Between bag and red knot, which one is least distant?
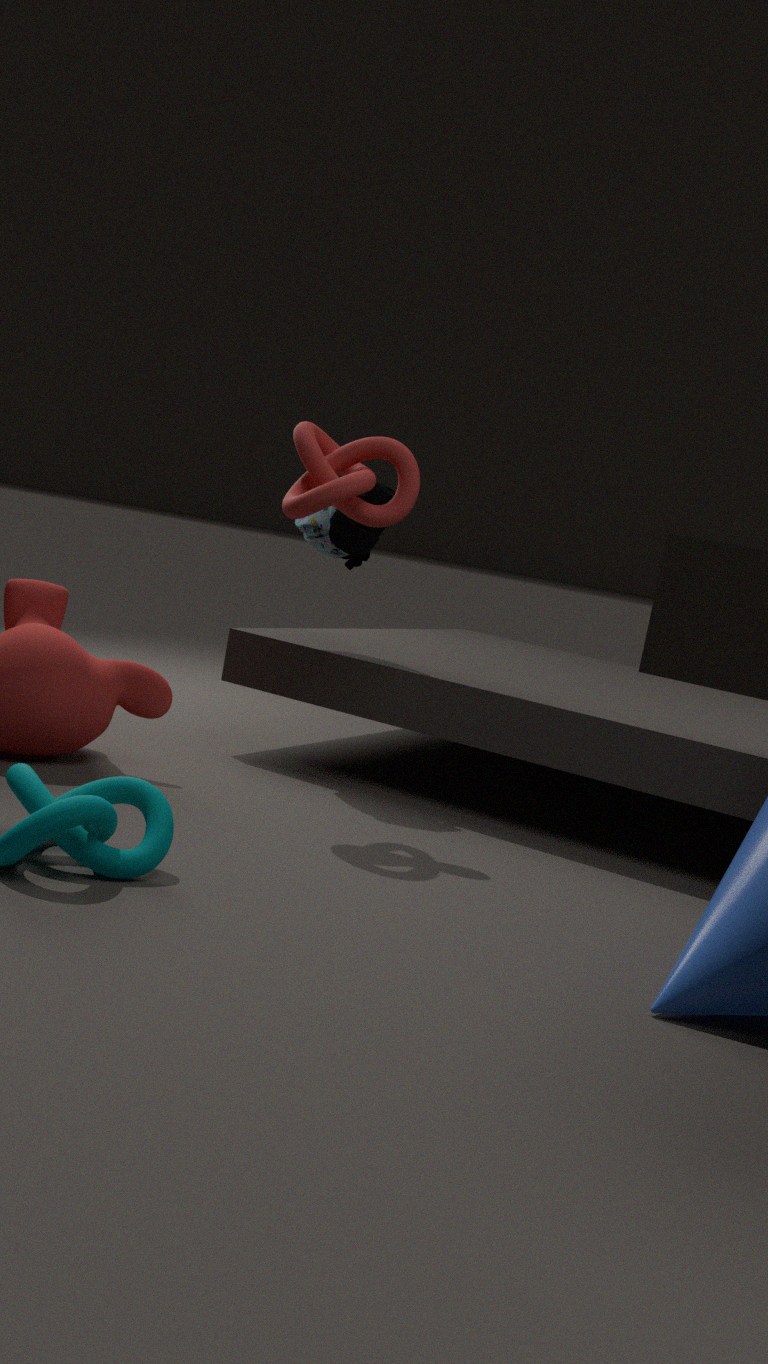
red knot
